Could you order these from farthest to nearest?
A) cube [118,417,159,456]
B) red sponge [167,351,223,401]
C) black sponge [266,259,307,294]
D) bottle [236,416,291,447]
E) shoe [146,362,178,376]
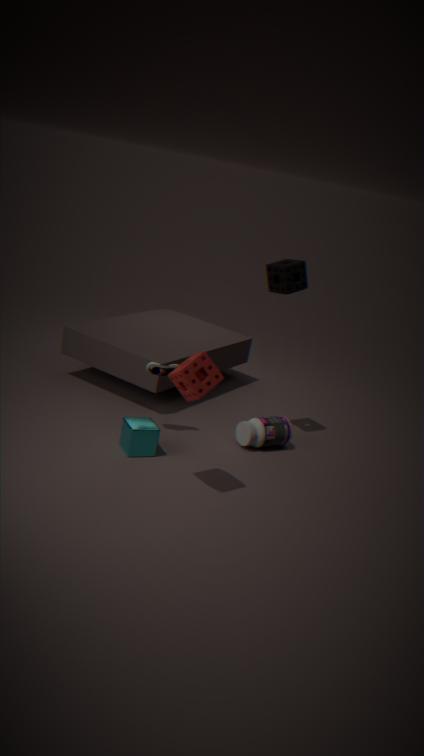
1. bottle [236,416,291,447]
2. black sponge [266,259,307,294]
3. shoe [146,362,178,376]
4. cube [118,417,159,456]
5. red sponge [167,351,223,401]
